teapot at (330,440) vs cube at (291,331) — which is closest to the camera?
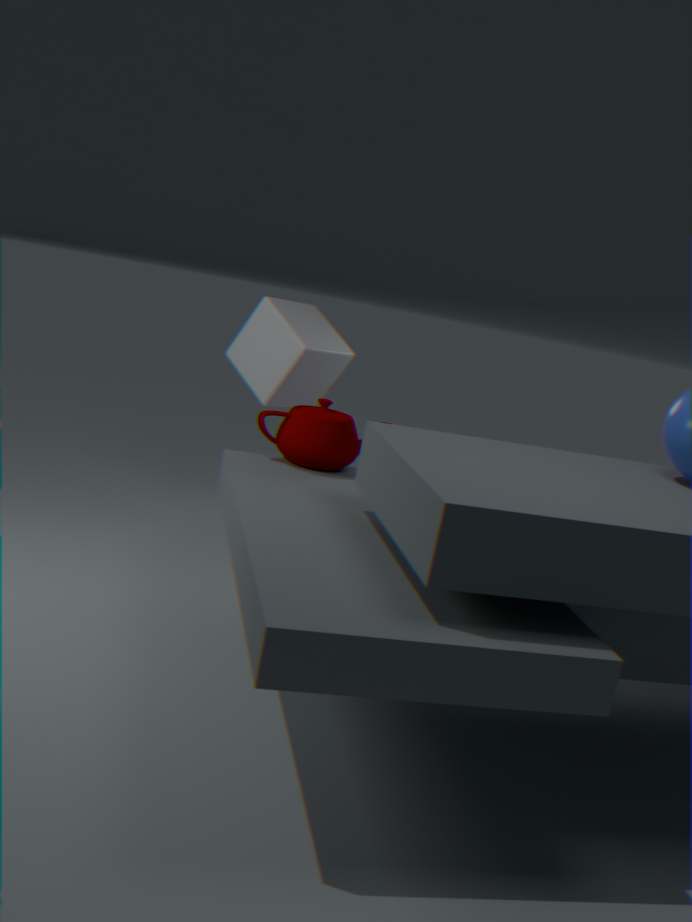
teapot at (330,440)
